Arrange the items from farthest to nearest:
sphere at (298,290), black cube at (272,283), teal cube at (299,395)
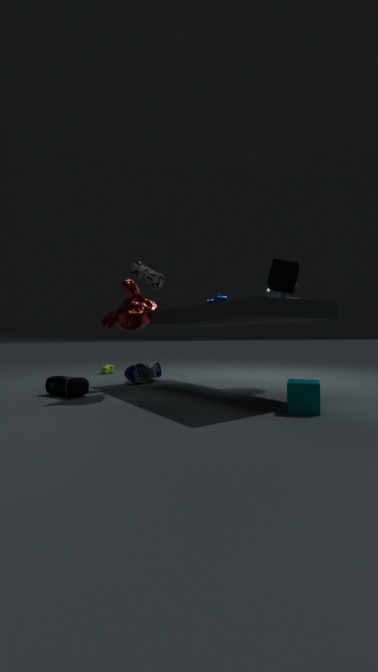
sphere at (298,290), black cube at (272,283), teal cube at (299,395)
